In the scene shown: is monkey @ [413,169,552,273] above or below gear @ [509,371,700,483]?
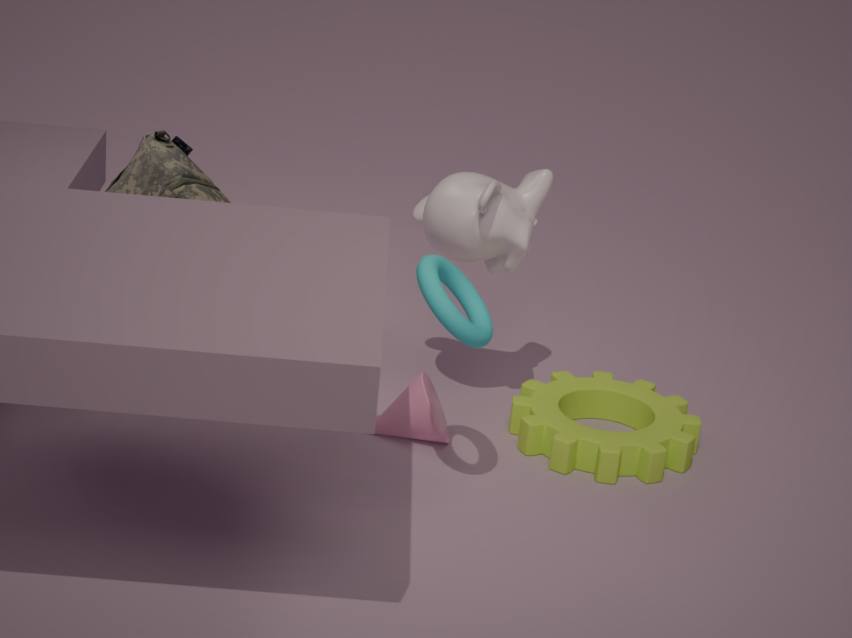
above
